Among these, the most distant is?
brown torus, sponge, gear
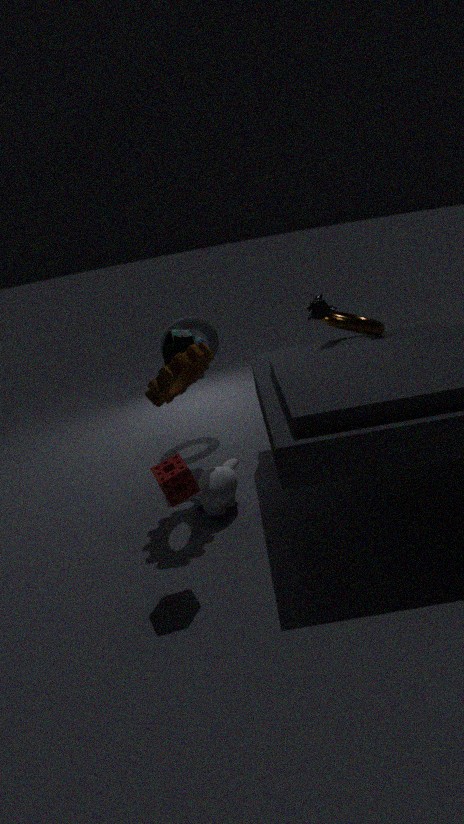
brown torus
